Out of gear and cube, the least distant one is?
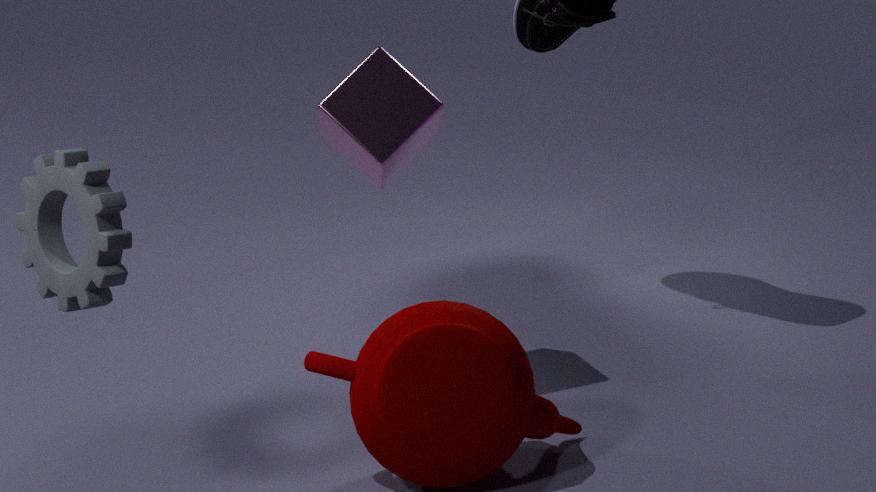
gear
